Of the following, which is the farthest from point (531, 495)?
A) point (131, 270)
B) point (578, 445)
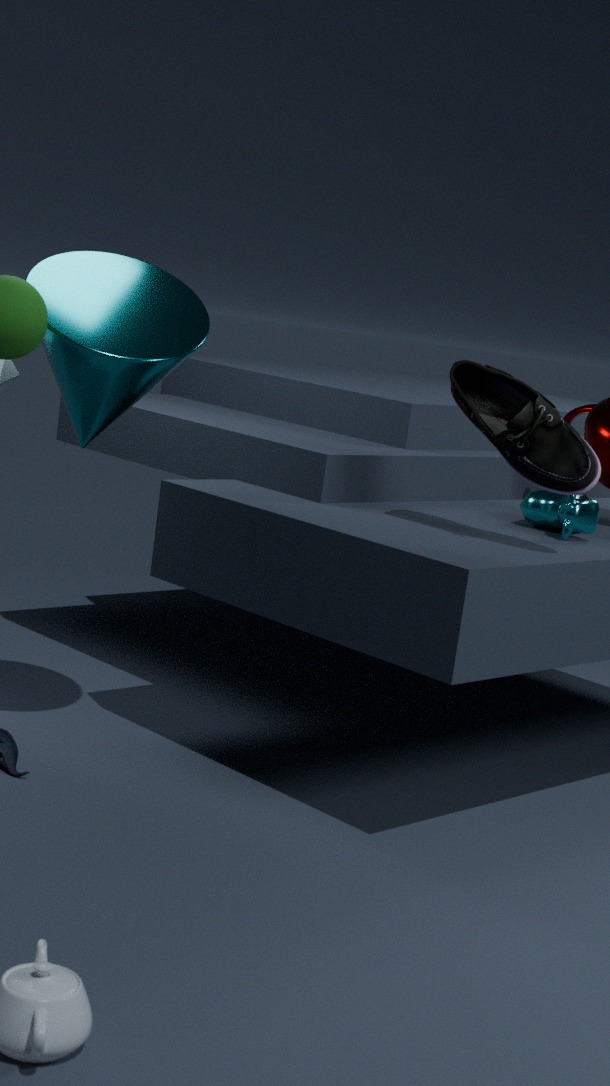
point (131, 270)
